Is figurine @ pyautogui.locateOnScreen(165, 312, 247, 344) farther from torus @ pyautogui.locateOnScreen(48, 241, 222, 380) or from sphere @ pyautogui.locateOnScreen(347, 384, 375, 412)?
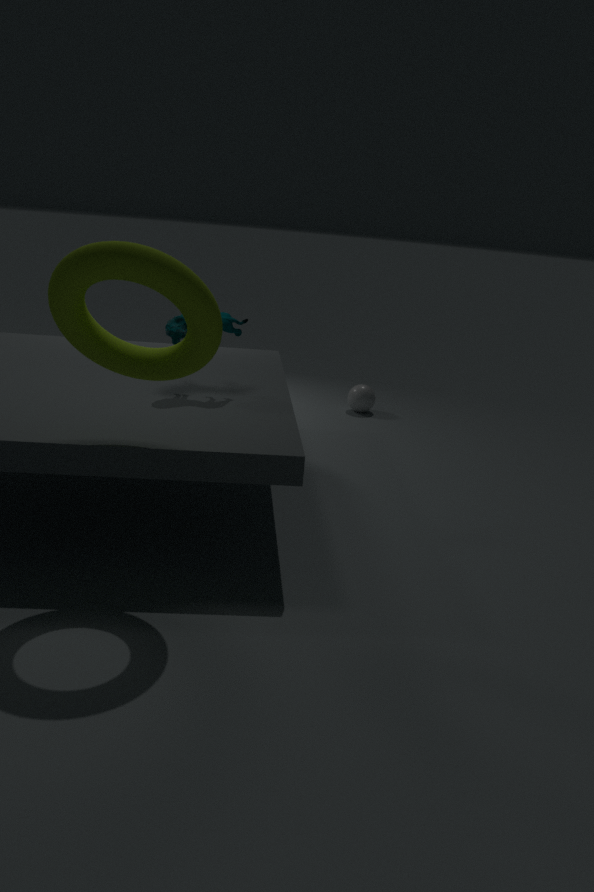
sphere @ pyautogui.locateOnScreen(347, 384, 375, 412)
